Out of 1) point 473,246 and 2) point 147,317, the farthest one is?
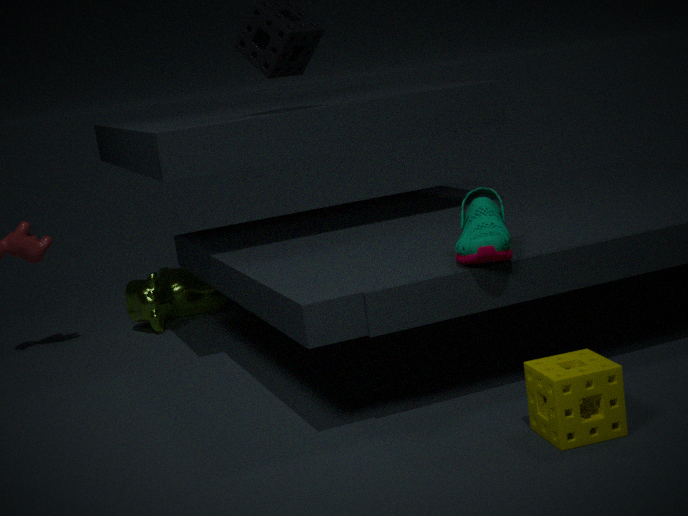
2. point 147,317
